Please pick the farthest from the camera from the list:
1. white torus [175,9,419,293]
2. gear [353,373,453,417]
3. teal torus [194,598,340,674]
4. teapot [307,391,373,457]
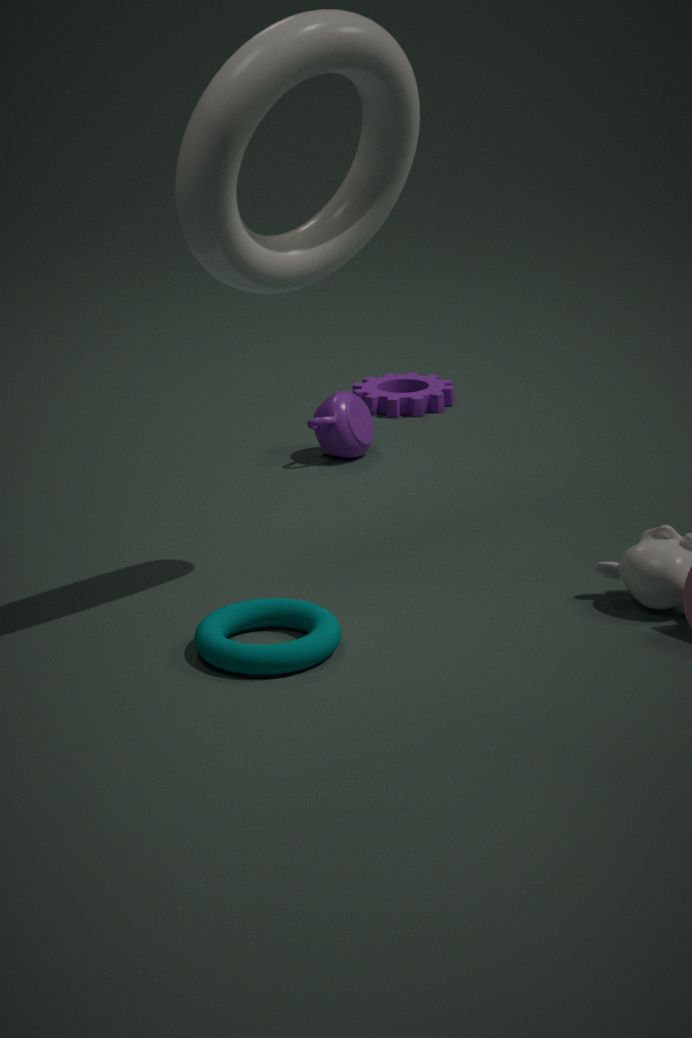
gear [353,373,453,417]
